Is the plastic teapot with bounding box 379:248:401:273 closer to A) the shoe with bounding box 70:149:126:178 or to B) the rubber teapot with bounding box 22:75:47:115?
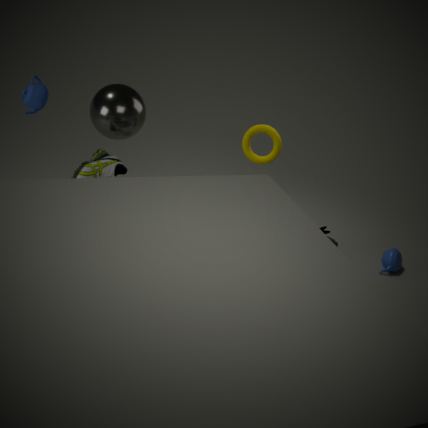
A) the shoe with bounding box 70:149:126:178
